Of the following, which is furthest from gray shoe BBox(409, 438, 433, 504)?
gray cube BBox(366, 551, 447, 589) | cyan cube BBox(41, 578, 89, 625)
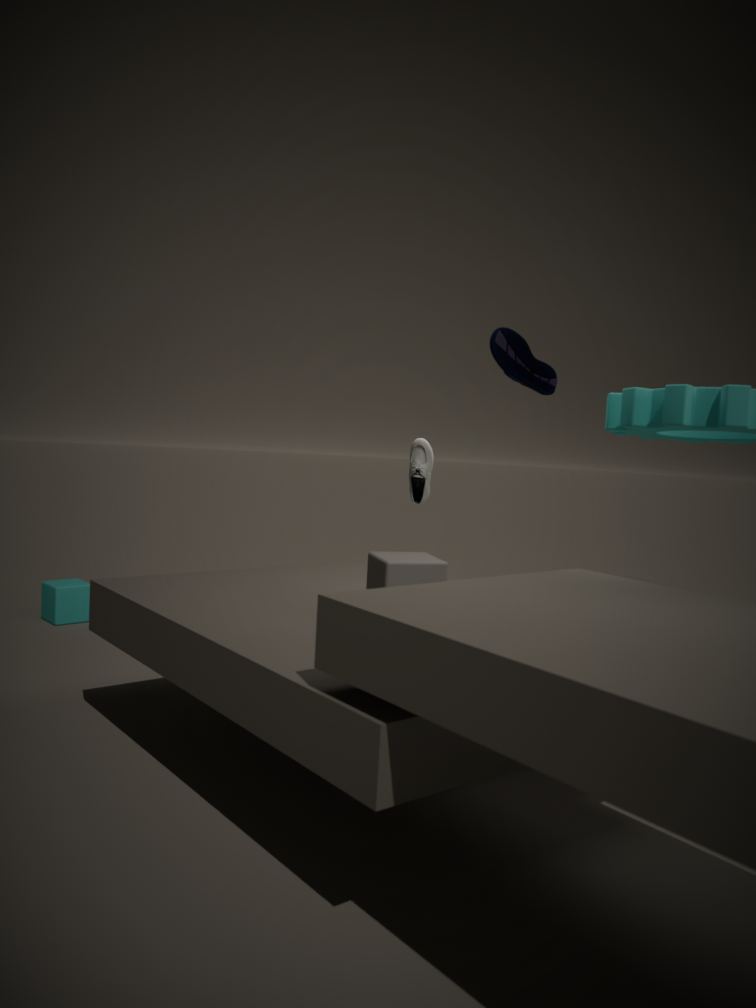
cyan cube BBox(41, 578, 89, 625)
